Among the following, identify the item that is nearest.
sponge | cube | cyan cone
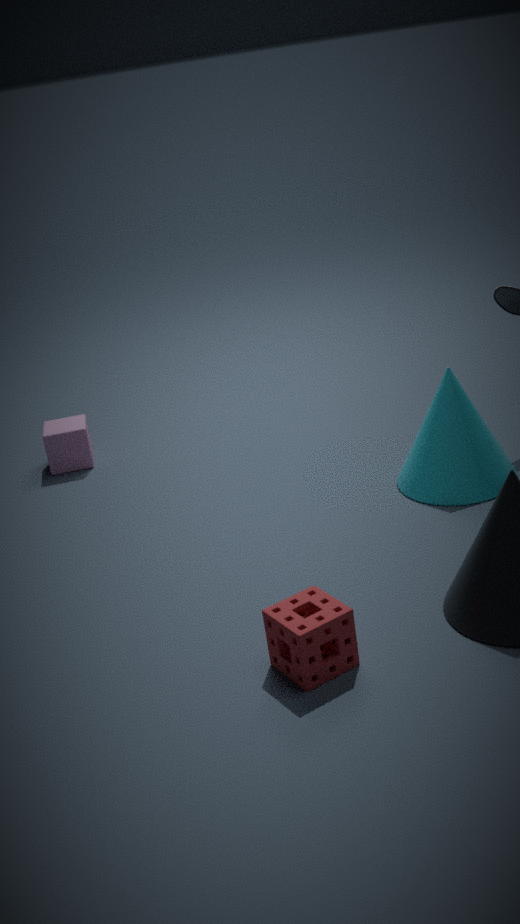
sponge
